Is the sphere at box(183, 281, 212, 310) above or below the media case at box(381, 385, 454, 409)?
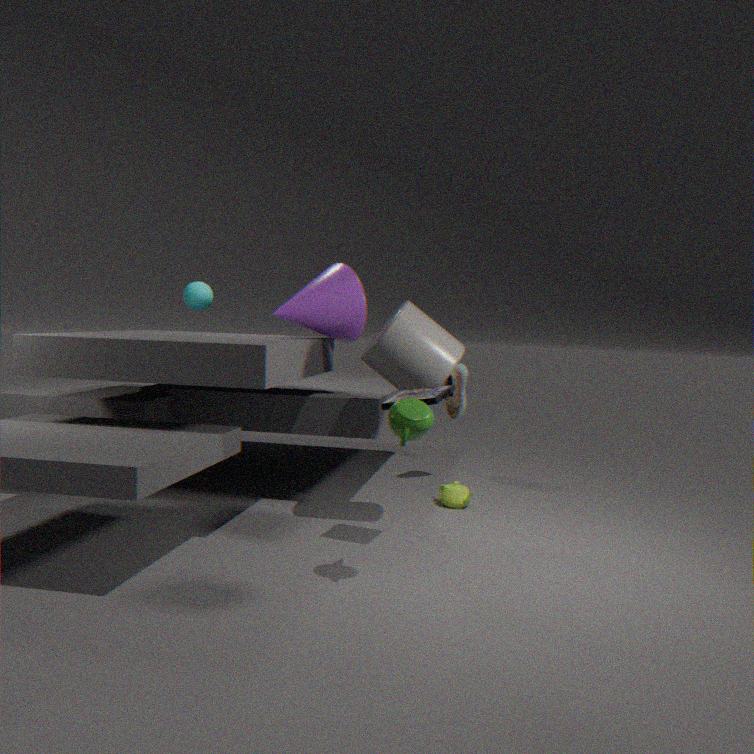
above
